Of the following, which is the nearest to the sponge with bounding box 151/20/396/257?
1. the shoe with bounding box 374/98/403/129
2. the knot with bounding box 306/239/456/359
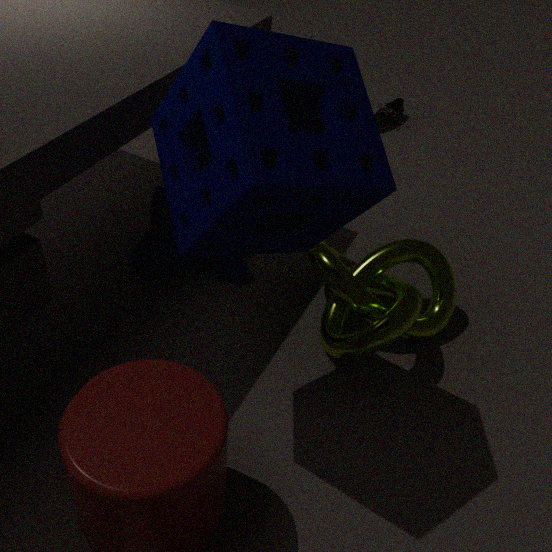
the knot with bounding box 306/239/456/359
